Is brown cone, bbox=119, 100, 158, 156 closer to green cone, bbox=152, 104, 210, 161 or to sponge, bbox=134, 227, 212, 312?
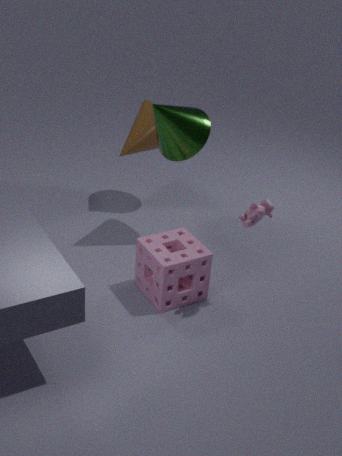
green cone, bbox=152, 104, 210, 161
